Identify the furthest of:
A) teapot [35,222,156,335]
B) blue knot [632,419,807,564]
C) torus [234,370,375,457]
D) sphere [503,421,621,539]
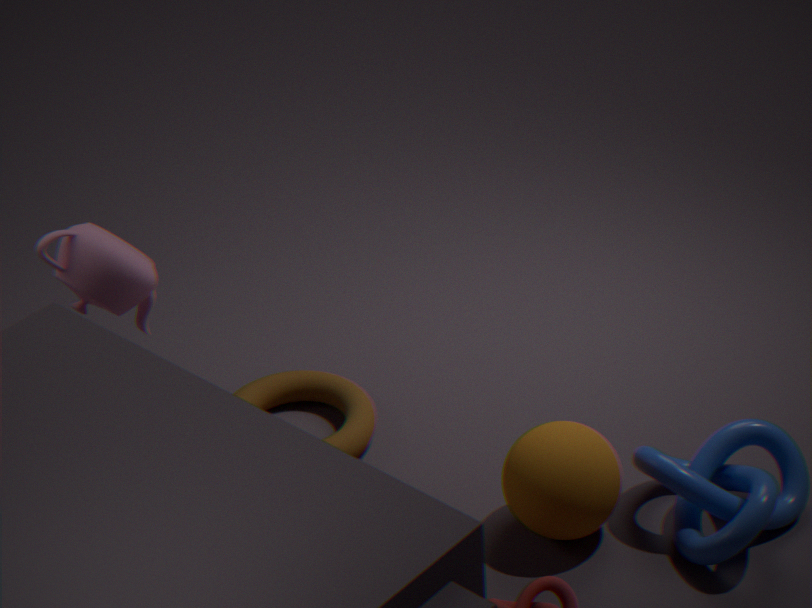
torus [234,370,375,457]
